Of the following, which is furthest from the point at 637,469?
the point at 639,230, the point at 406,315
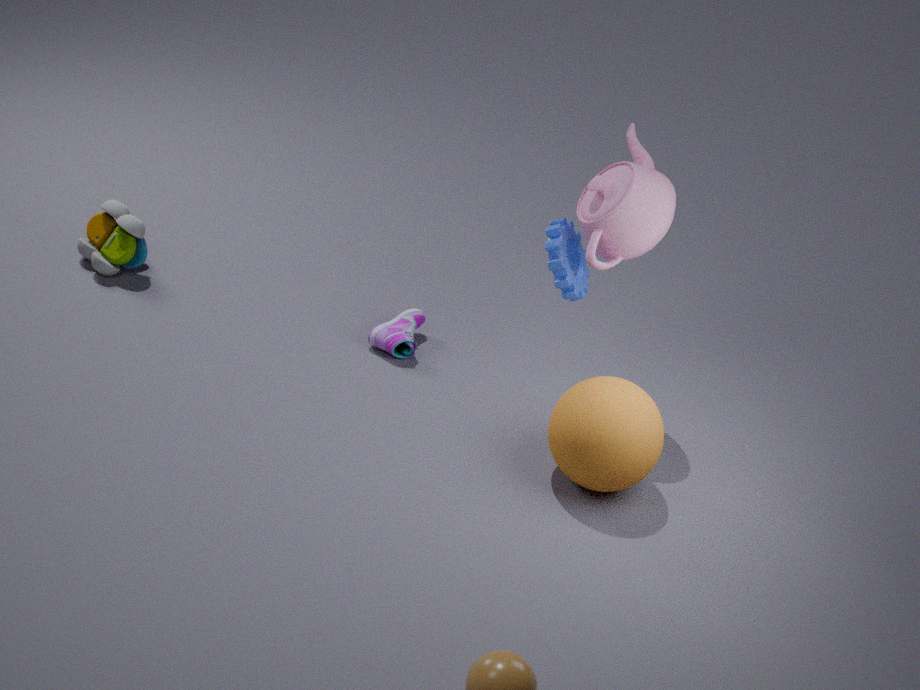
the point at 406,315
